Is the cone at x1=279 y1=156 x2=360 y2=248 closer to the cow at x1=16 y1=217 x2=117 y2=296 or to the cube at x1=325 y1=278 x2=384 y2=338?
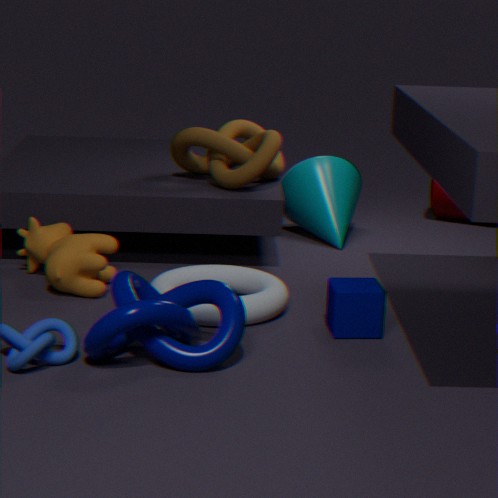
the cube at x1=325 y1=278 x2=384 y2=338
